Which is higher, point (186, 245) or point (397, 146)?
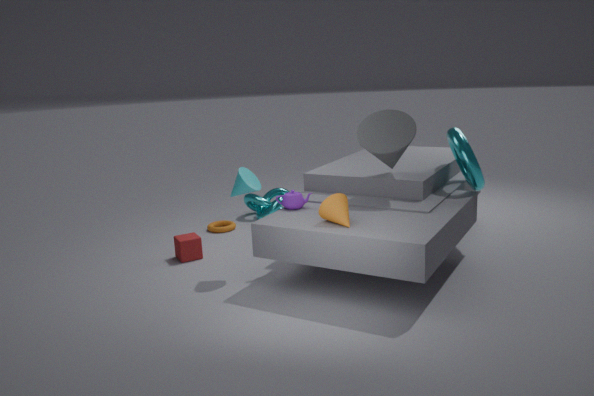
point (397, 146)
